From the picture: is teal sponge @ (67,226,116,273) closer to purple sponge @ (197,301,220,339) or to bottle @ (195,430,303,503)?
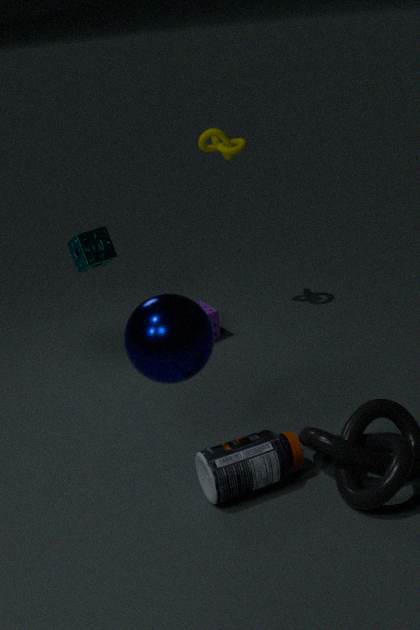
purple sponge @ (197,301,220,339)
